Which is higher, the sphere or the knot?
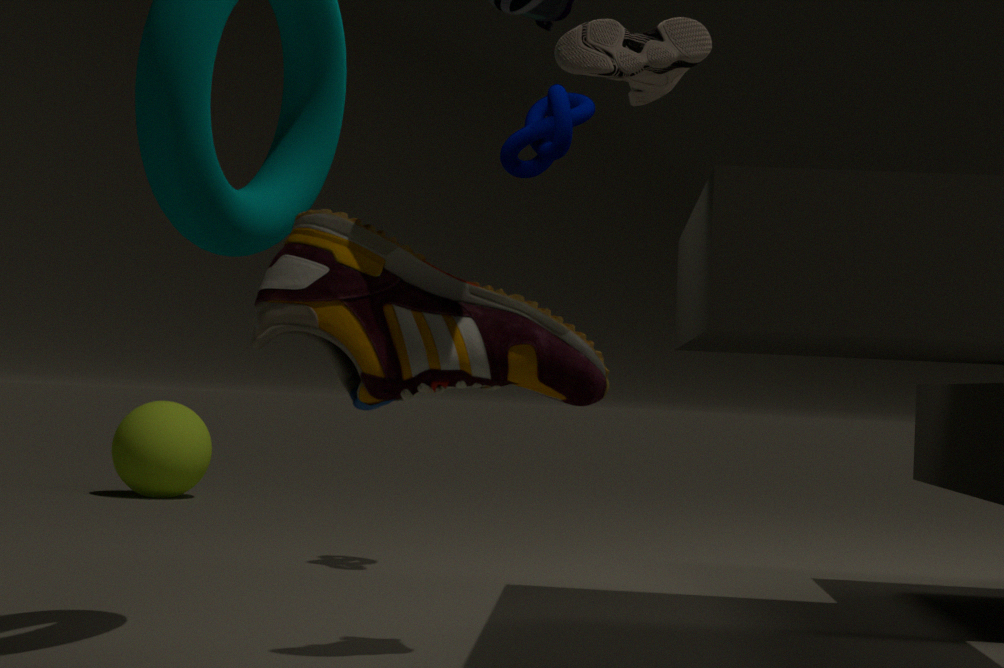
the knot
